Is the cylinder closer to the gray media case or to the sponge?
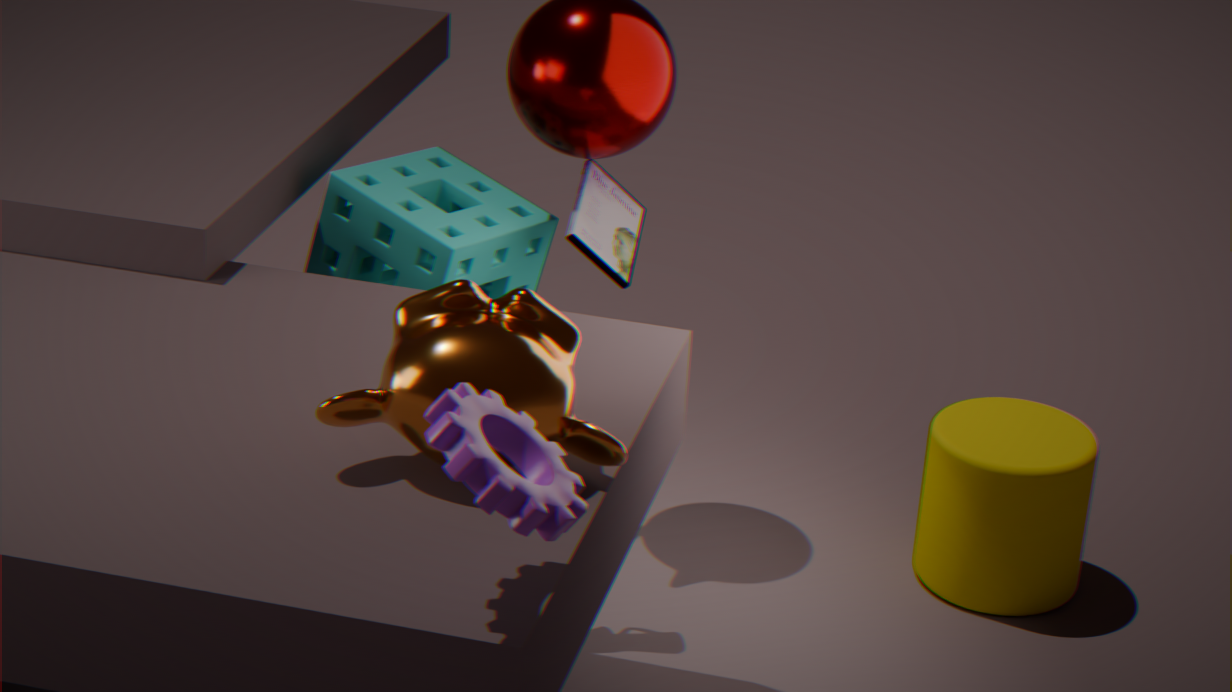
the gray media case
